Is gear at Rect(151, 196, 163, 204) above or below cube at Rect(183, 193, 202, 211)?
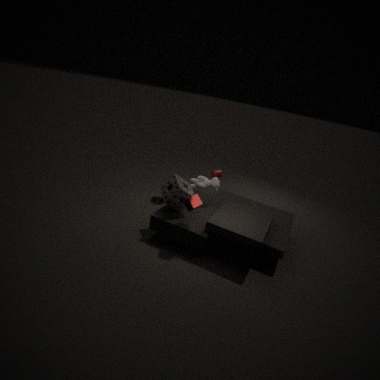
below
